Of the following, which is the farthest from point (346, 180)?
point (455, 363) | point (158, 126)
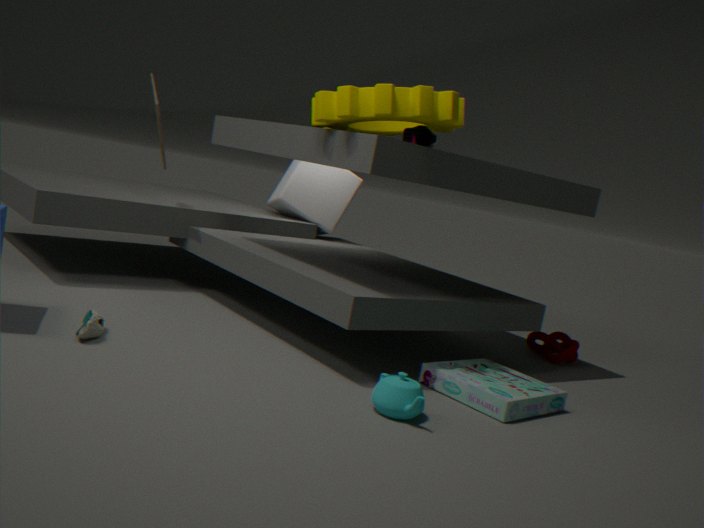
point (455, 363)
